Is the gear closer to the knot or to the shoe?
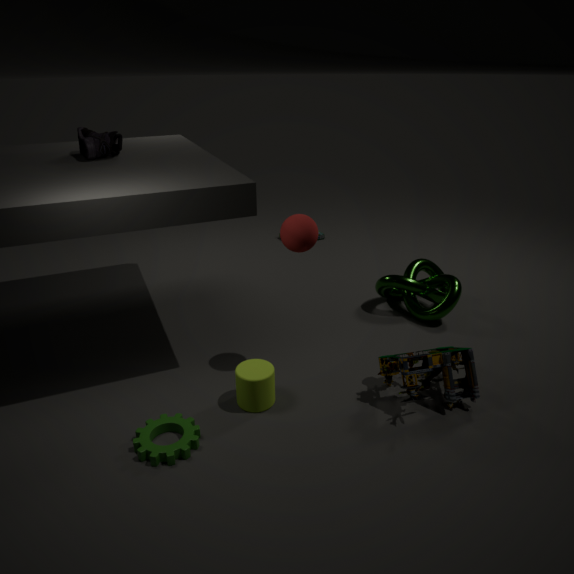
the shoe
